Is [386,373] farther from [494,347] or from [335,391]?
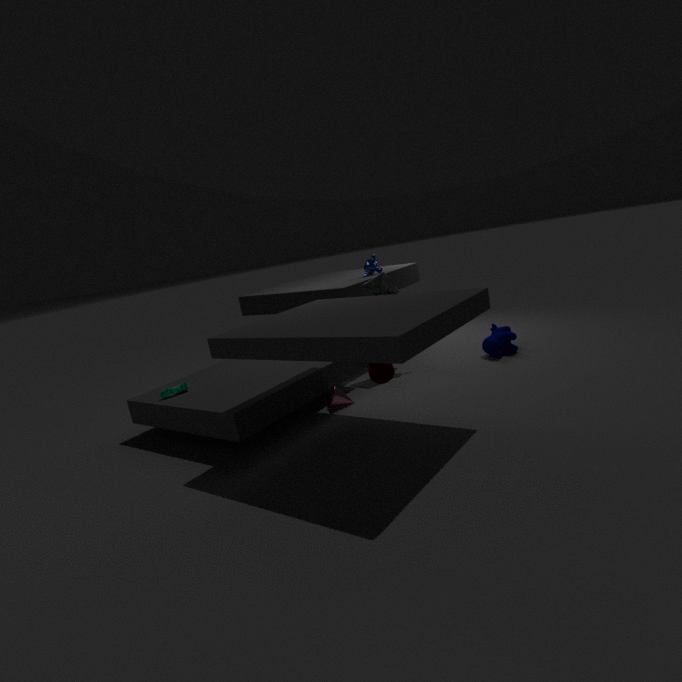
[494,347]
